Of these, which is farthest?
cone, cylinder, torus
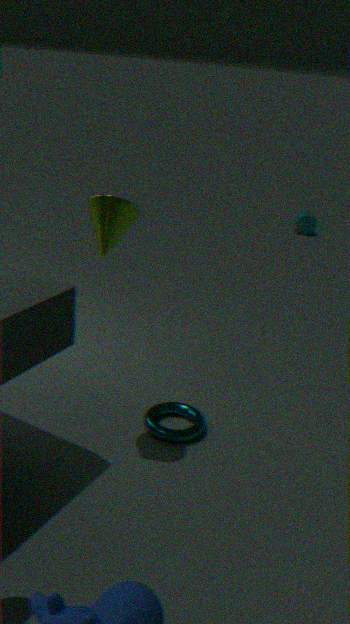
cylinder
